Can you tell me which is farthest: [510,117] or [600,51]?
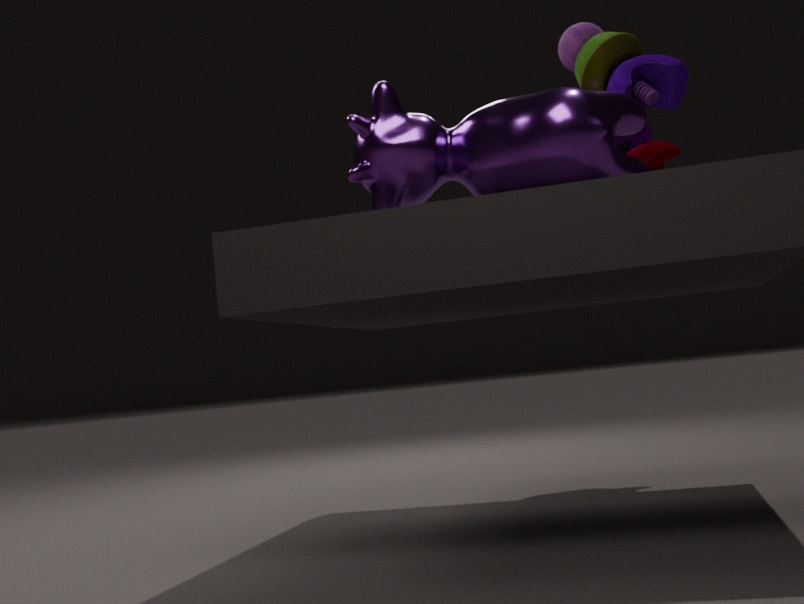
[600,51]
